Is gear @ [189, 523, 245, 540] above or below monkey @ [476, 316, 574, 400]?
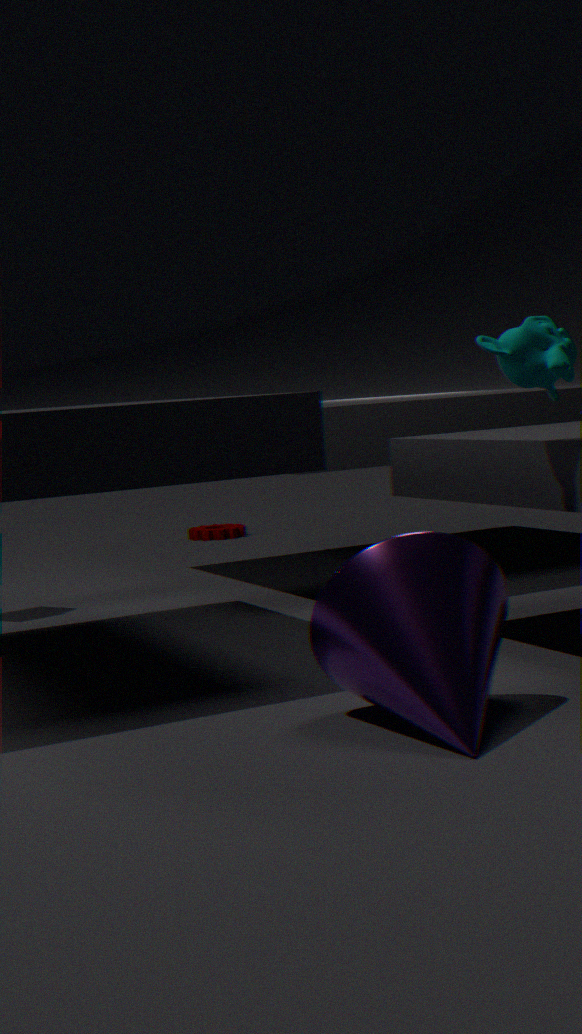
below
